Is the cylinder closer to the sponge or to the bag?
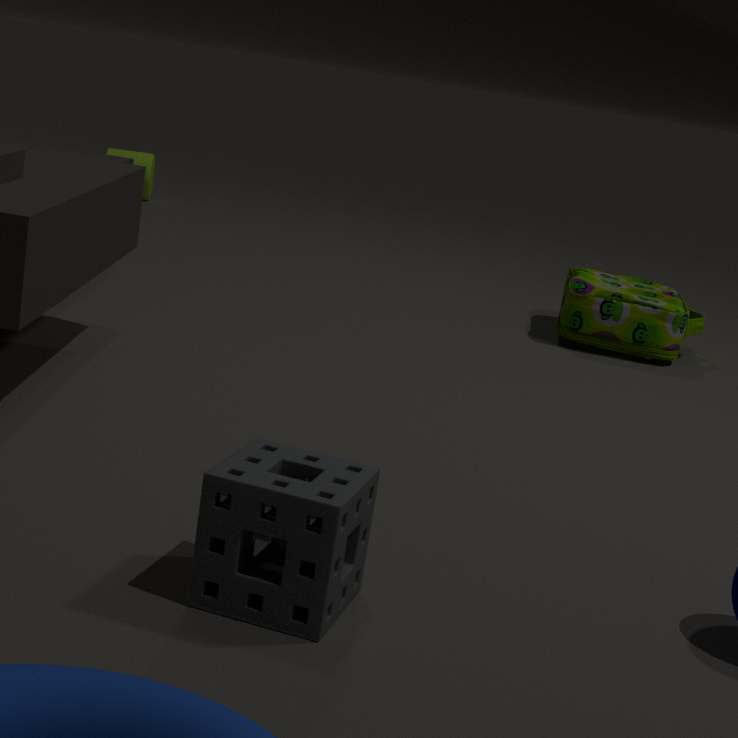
the bag
